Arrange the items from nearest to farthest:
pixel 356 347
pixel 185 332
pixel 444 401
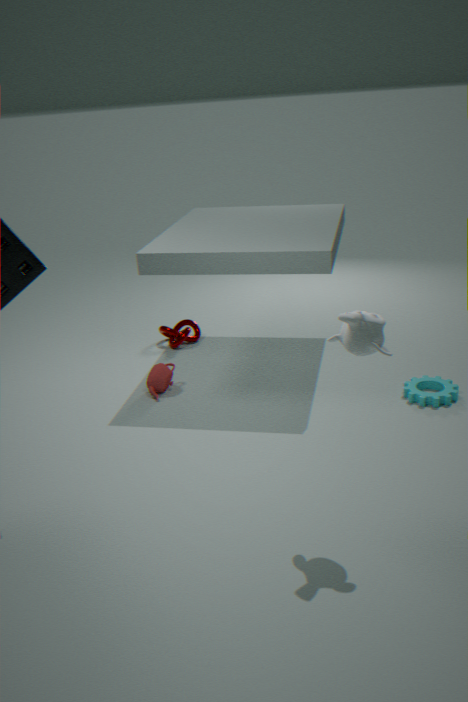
pixel 356 347 → pixel 444 401 → pixel 185 332
